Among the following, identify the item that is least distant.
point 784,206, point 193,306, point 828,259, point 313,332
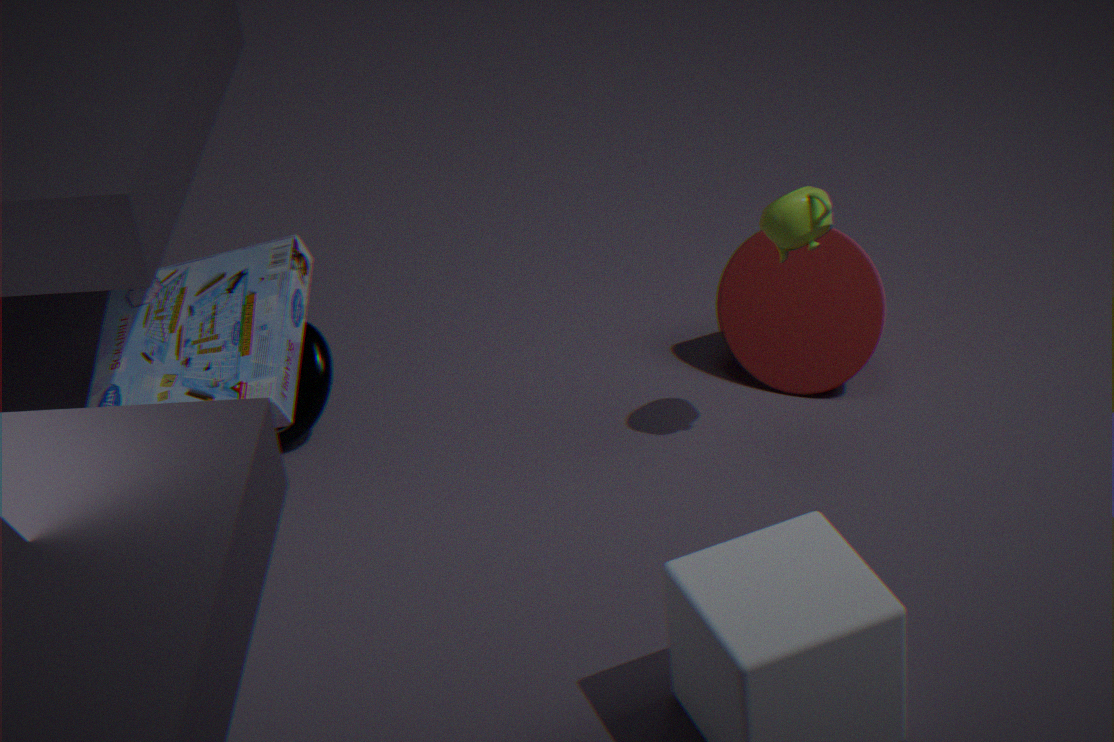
point 784,206
